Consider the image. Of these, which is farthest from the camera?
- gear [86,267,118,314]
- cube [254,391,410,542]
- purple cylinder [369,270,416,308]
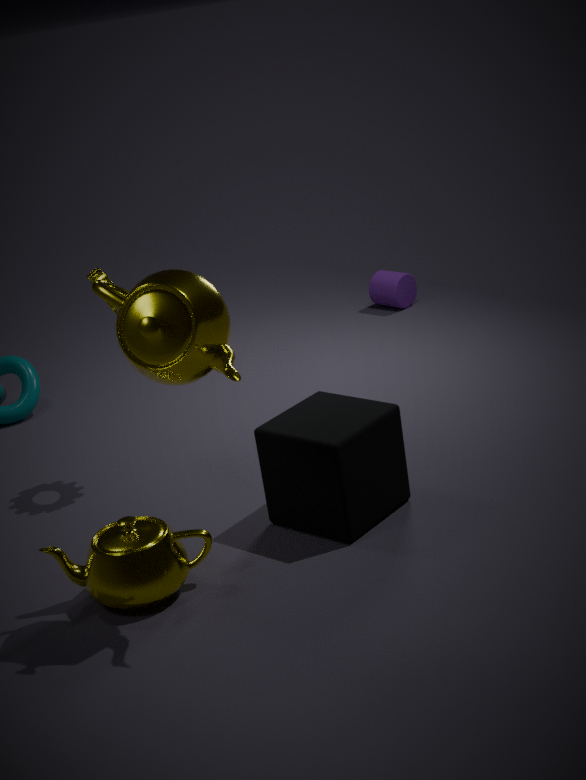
purple cylinder [369,270,416,308]
